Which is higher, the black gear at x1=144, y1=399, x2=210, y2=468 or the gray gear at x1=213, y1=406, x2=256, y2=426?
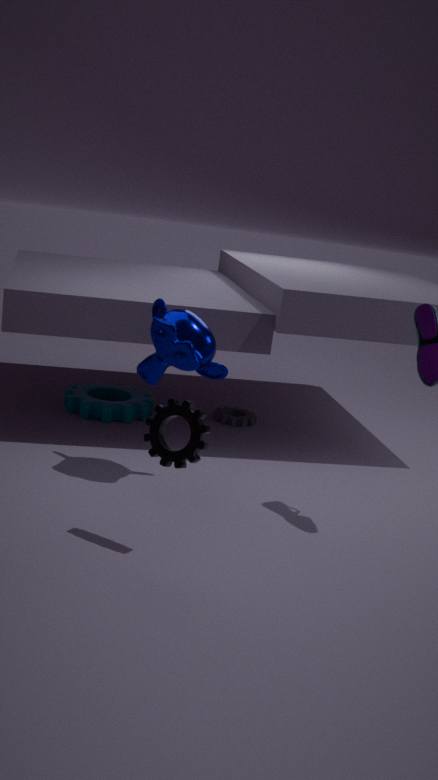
the black gear at x1=144, y1=399, x2=210, y2=468
